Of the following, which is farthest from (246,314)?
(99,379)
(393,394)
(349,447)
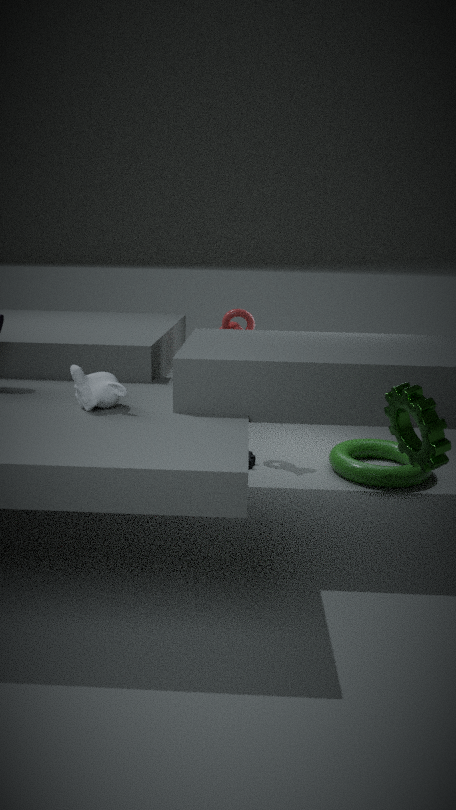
(393,394)
